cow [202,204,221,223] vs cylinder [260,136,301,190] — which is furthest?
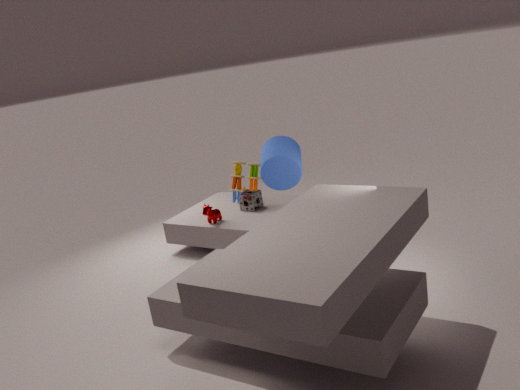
cow [202,204,221,223]
